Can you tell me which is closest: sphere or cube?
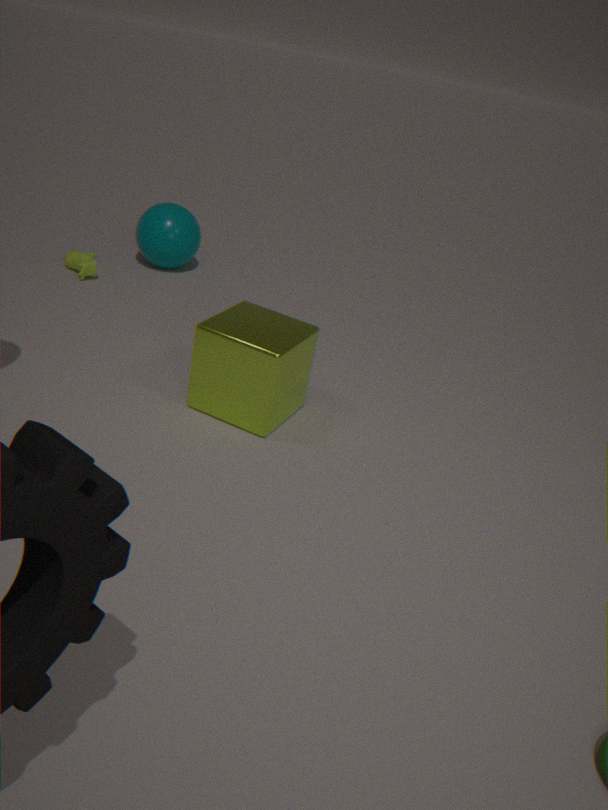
cube
